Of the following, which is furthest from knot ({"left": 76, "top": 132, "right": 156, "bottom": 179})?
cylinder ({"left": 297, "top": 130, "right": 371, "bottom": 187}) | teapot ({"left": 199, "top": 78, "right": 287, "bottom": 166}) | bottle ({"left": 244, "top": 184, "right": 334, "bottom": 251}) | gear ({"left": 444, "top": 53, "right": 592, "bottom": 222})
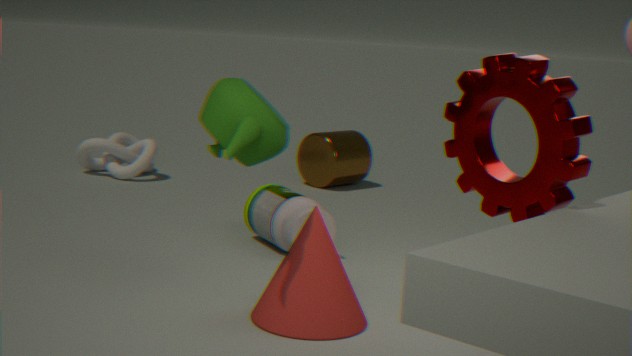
gear ({"left": 444, "top": 53, "right": 592, "bottom": 222})
